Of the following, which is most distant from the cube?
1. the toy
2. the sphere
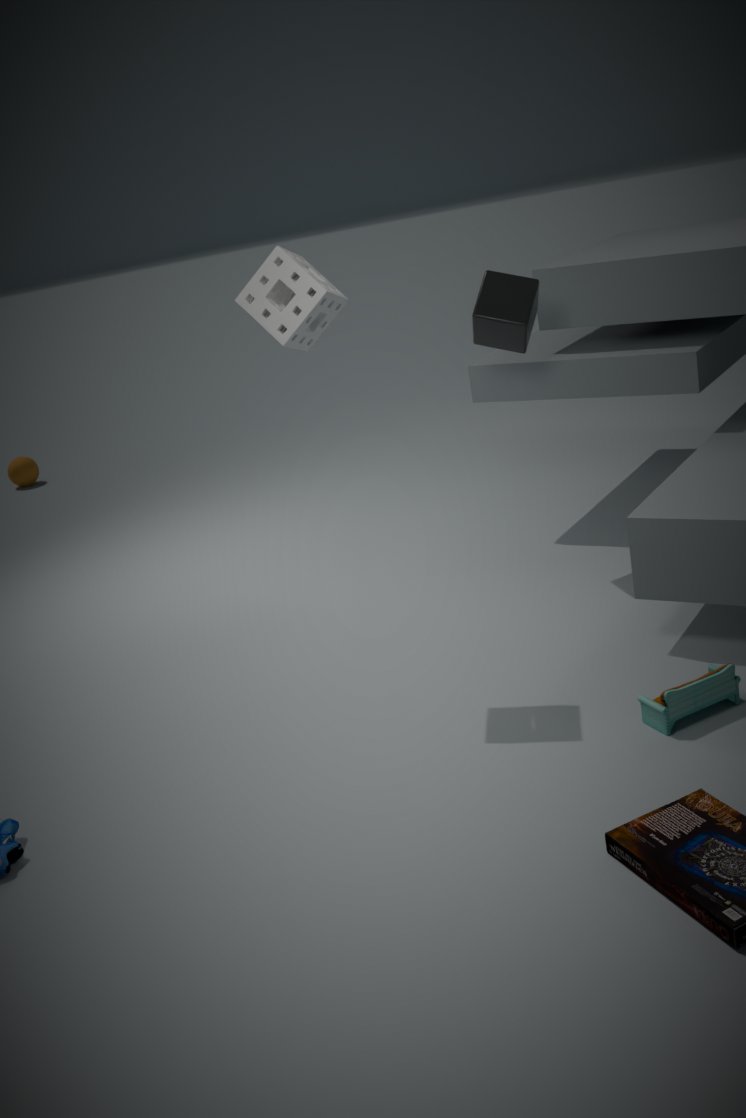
the sphere
